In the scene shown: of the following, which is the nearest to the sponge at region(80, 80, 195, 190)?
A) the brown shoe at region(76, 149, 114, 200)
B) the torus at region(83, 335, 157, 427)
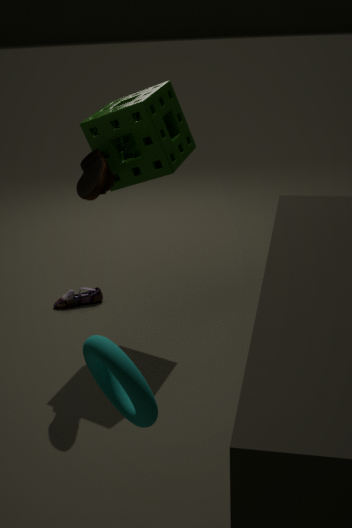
the brown shoe at region(76, 149, 114, 200)
